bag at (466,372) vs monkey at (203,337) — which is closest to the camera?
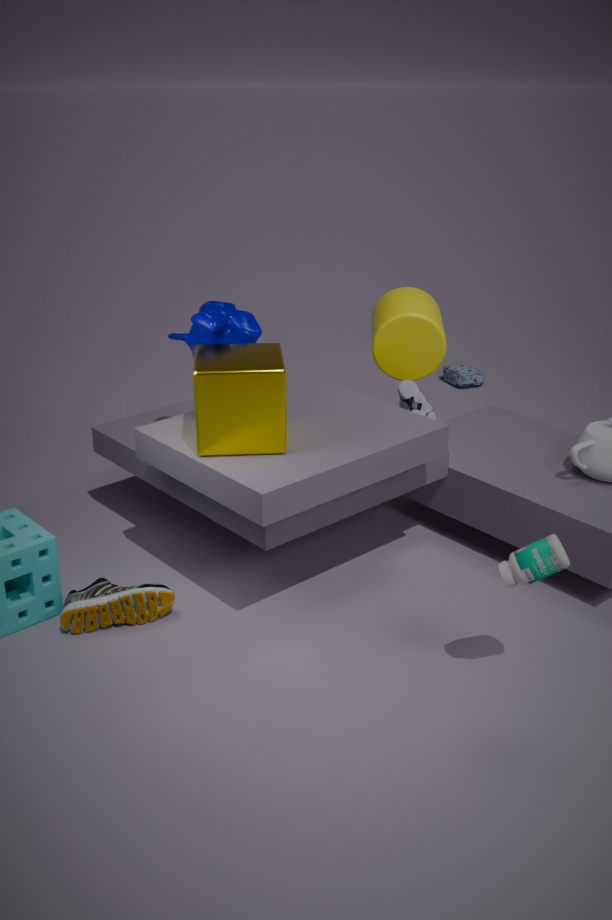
monkey at (203,337)
